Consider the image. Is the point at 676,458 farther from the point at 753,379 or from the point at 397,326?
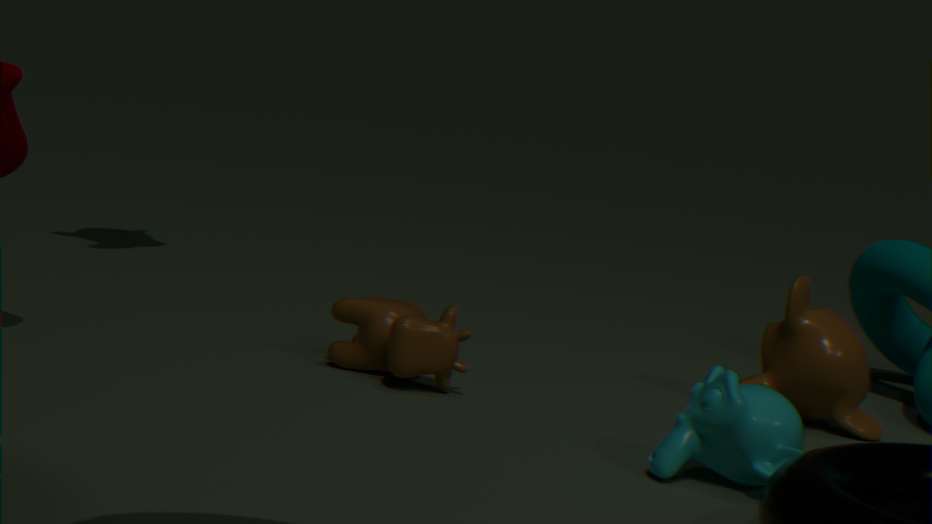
the point at 397,326
